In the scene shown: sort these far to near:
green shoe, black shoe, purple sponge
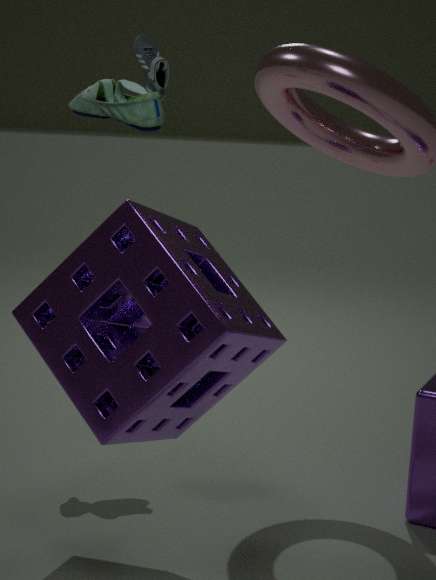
black shoe < green shoe < purple sponge
